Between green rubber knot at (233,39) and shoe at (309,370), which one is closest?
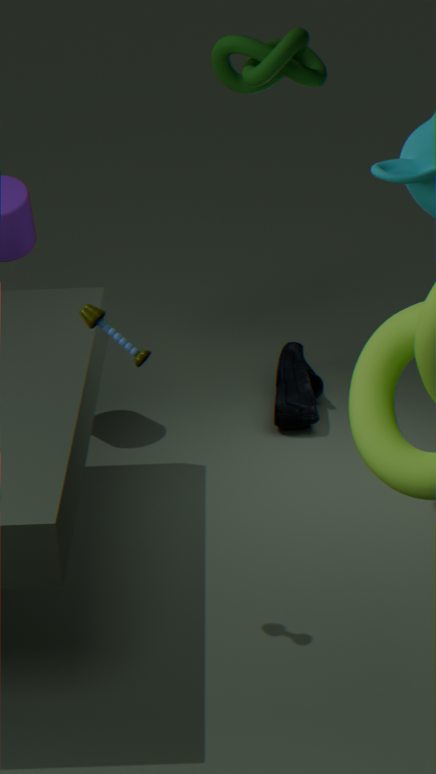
green rubber knot at (233,39)
